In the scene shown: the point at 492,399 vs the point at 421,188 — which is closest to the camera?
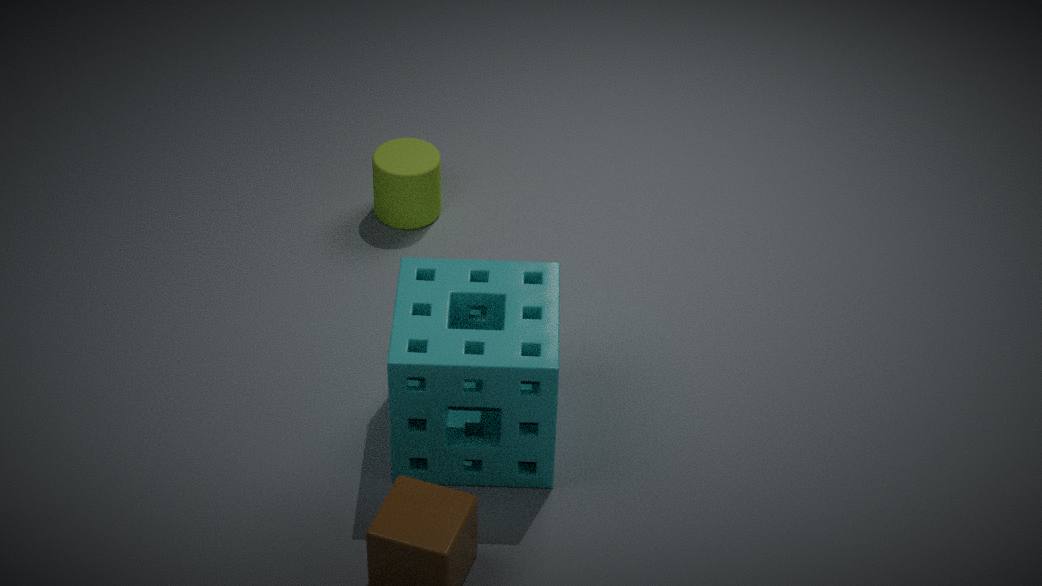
the point at 492,399
